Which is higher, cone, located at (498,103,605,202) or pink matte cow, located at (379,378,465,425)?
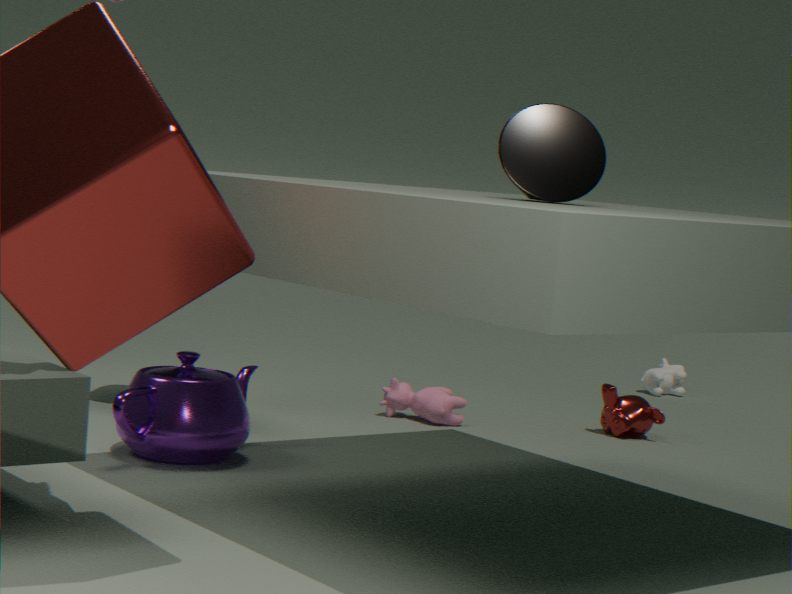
cone, located at (498,103,605,202)
